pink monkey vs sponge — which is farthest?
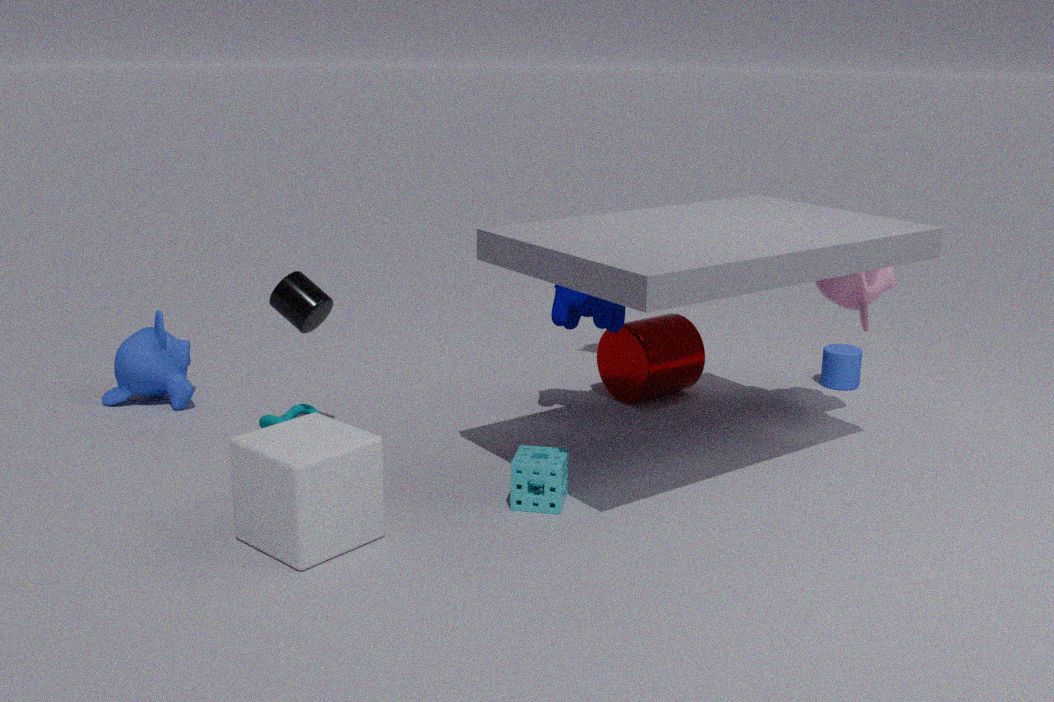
pink monkey
